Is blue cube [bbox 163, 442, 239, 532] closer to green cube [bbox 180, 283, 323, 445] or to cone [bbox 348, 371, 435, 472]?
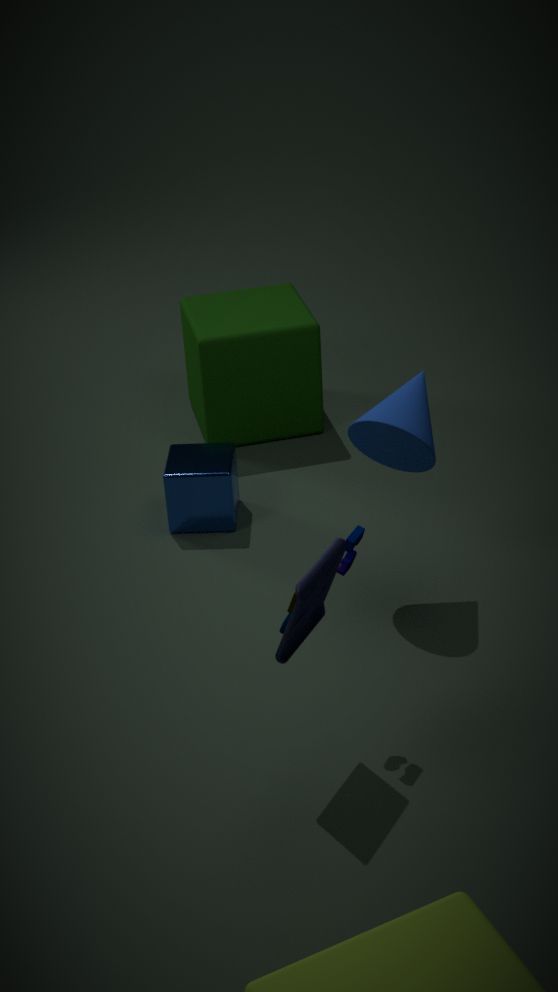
green cube [bbox 180, 283, 323, 445]
